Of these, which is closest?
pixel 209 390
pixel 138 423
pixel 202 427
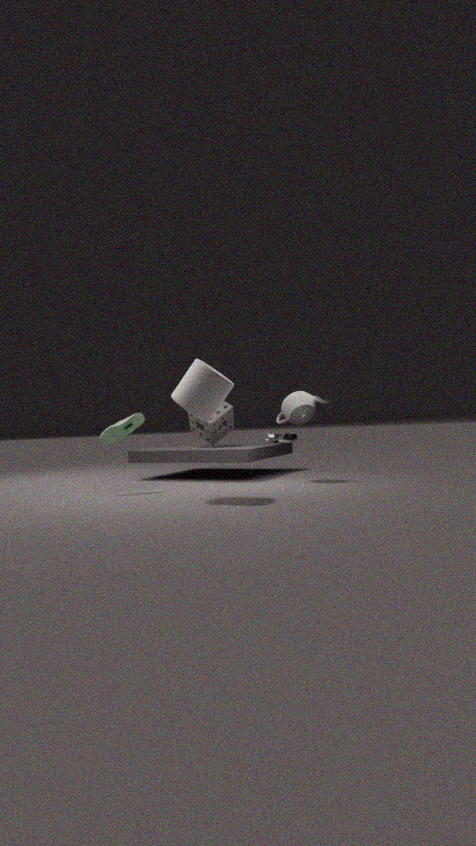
pixel 209 390
